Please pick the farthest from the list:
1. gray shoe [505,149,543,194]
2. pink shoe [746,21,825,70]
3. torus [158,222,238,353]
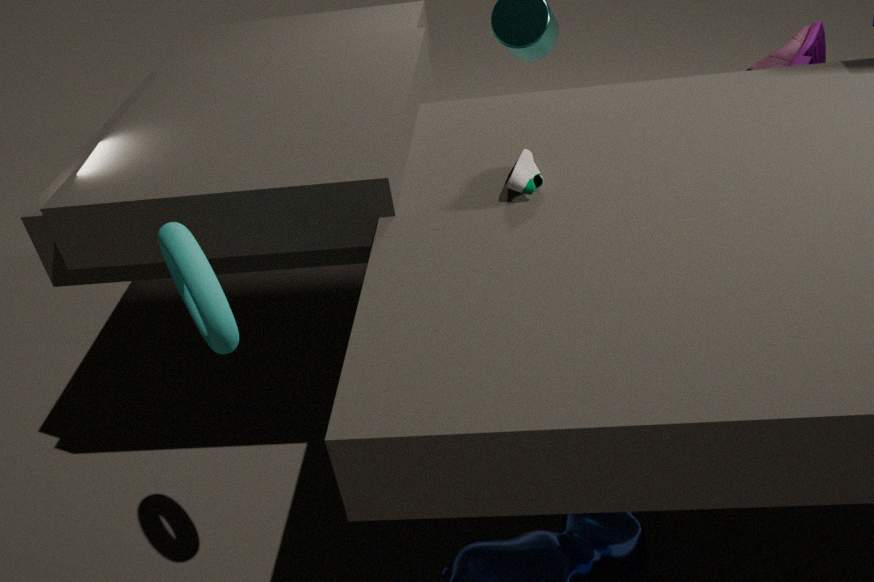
pink shoe [746,21,825,70]
